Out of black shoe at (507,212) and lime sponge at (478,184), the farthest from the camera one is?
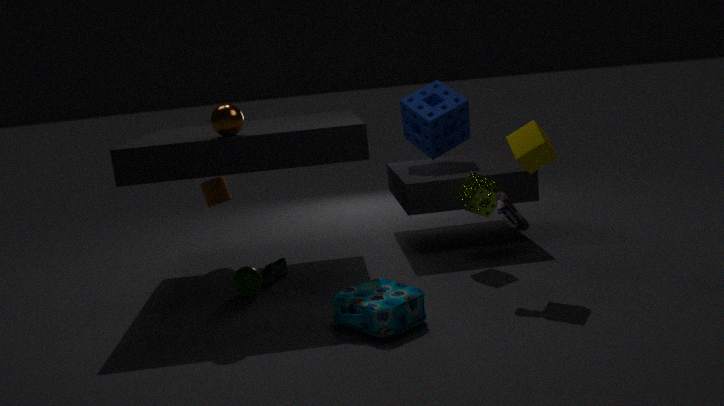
lime sponge at (478,184)
